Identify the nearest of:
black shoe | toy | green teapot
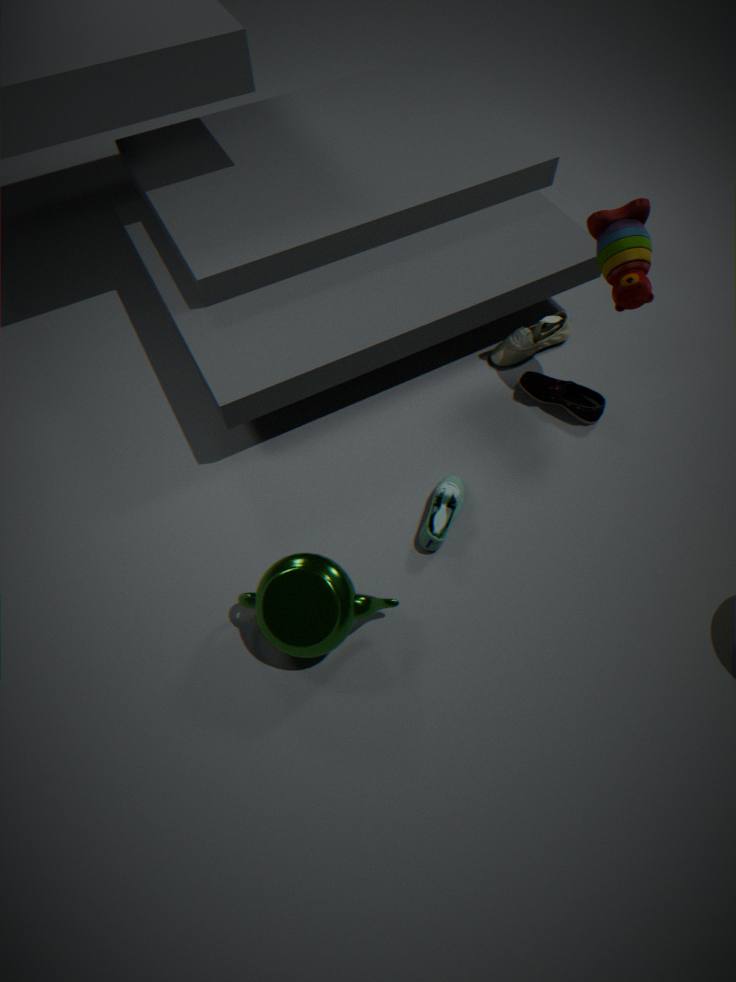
green teapot
